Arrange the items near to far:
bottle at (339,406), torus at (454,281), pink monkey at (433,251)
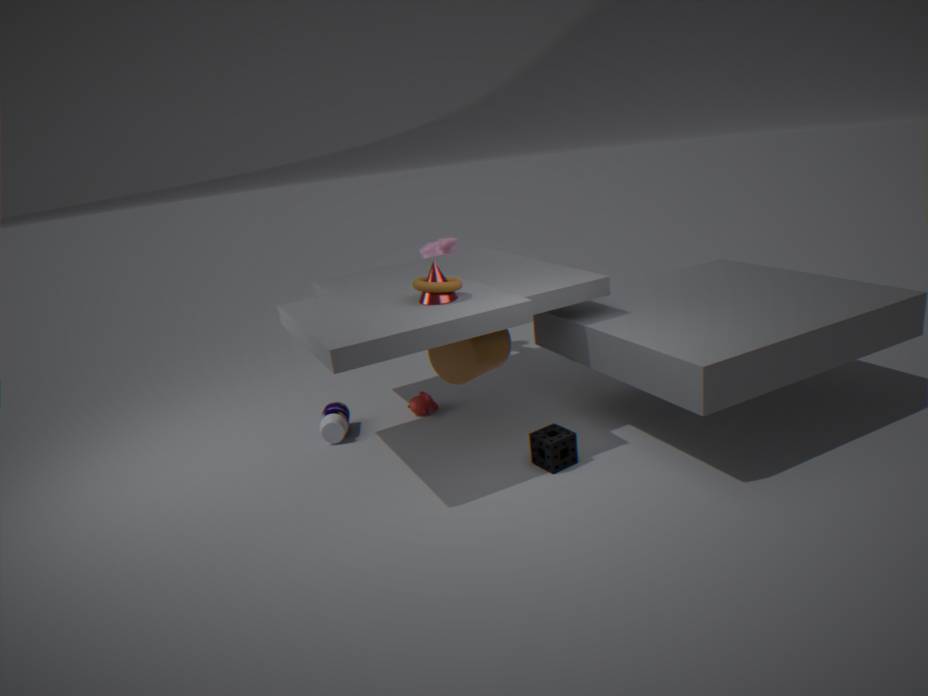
torus at (454,281)
bottle at (339,406)
pink monkey at (433,251)
